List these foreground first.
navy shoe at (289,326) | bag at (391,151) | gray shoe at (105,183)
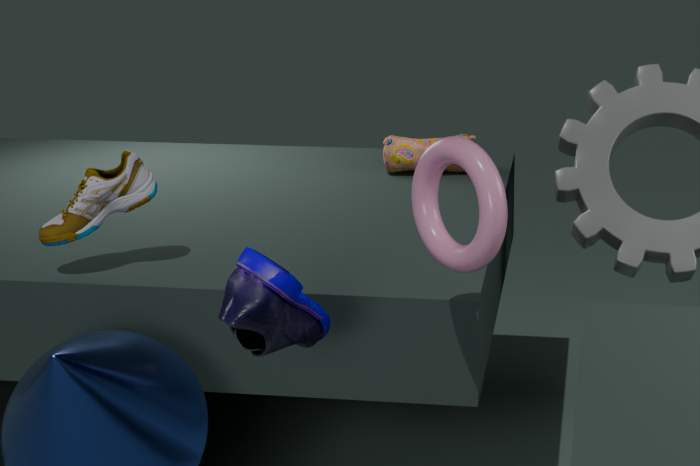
navy shoe at (289,326) < gray shoe at (105,183) < bag at (391,151)
